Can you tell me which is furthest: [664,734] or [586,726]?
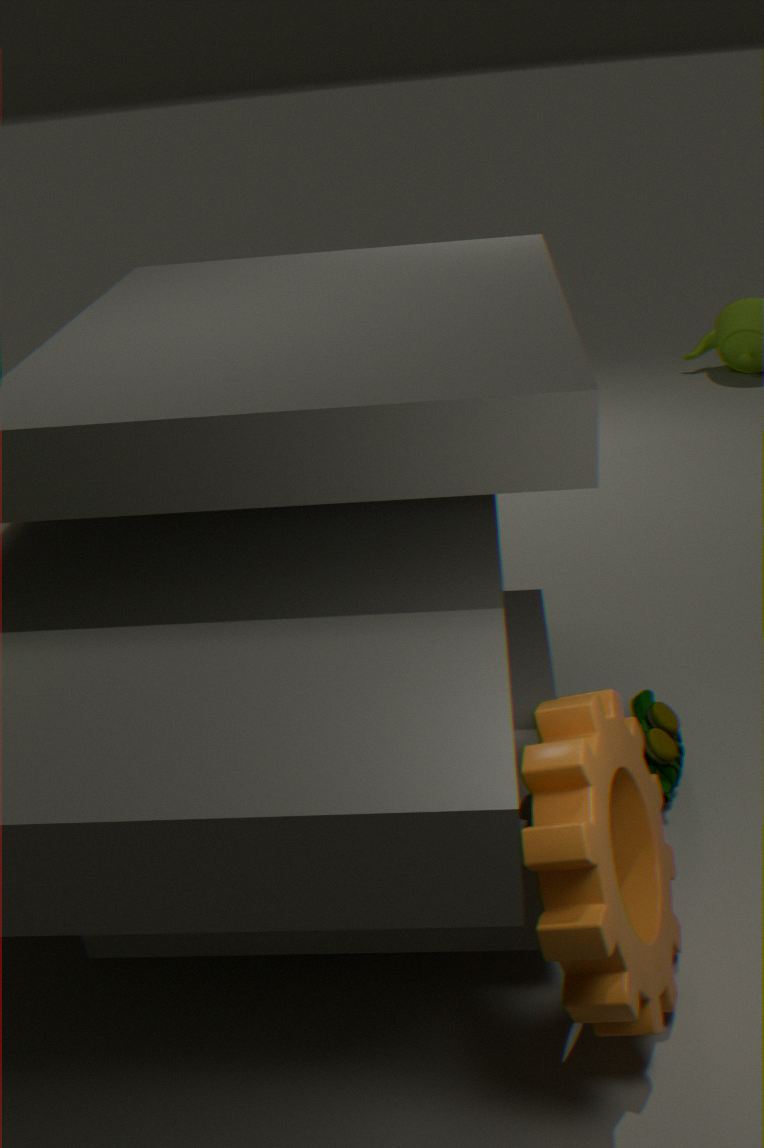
[664,734]
